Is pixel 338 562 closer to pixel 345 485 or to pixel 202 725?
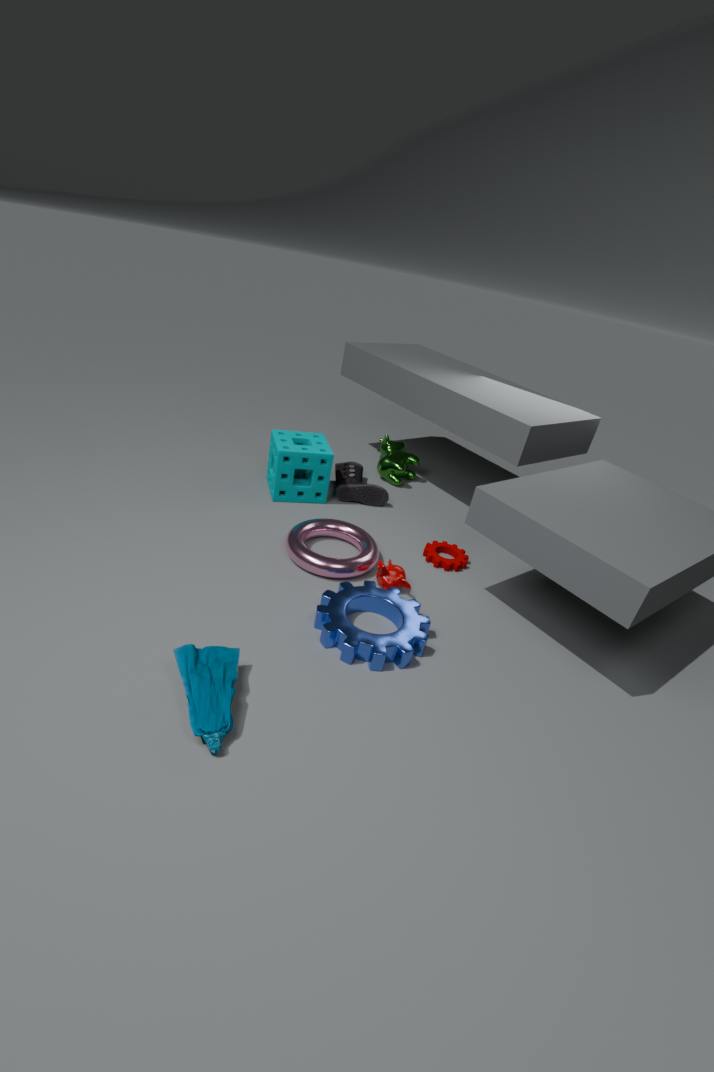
pixel 345 485
